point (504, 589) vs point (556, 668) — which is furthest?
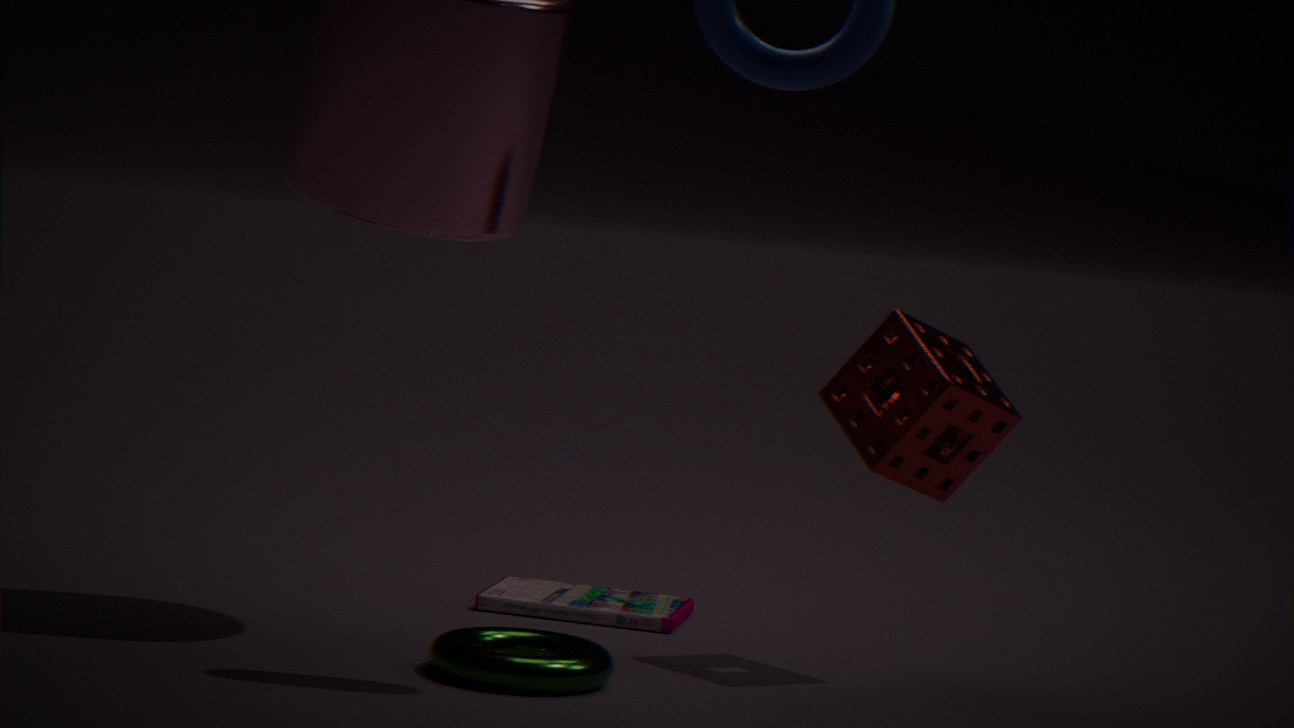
point (504, 589)
